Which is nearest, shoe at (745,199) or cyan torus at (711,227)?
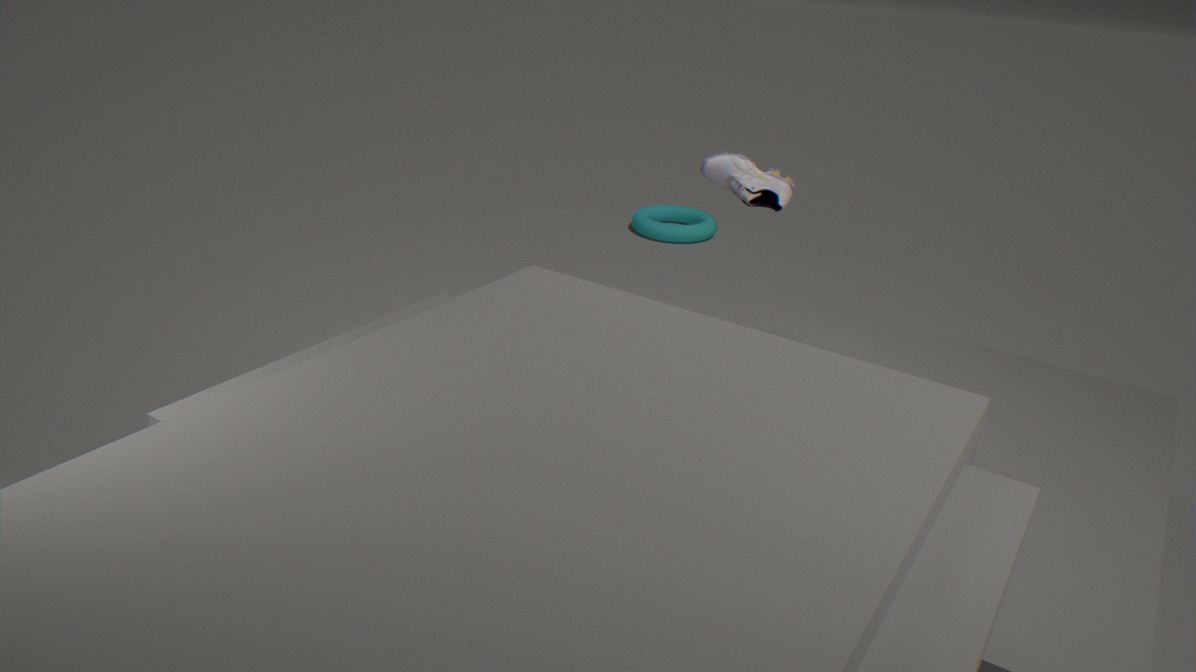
shoe at (745,199)
